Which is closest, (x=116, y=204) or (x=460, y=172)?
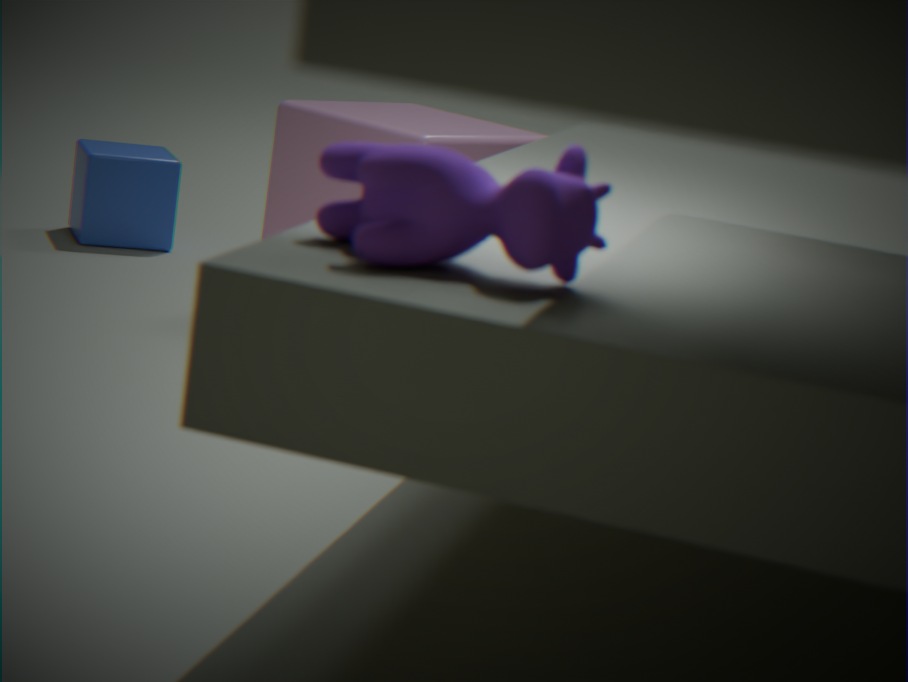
(x=460, y=172)
